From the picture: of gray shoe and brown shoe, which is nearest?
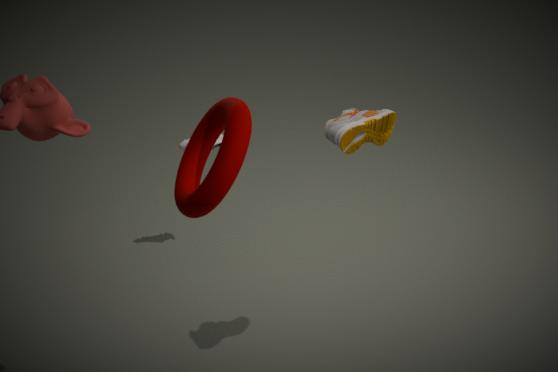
brown shoe
